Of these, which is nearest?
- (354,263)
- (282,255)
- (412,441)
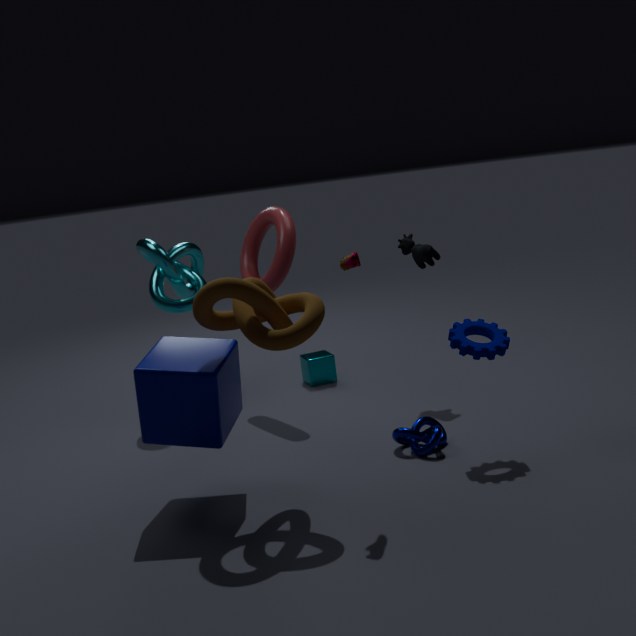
(354,263)
